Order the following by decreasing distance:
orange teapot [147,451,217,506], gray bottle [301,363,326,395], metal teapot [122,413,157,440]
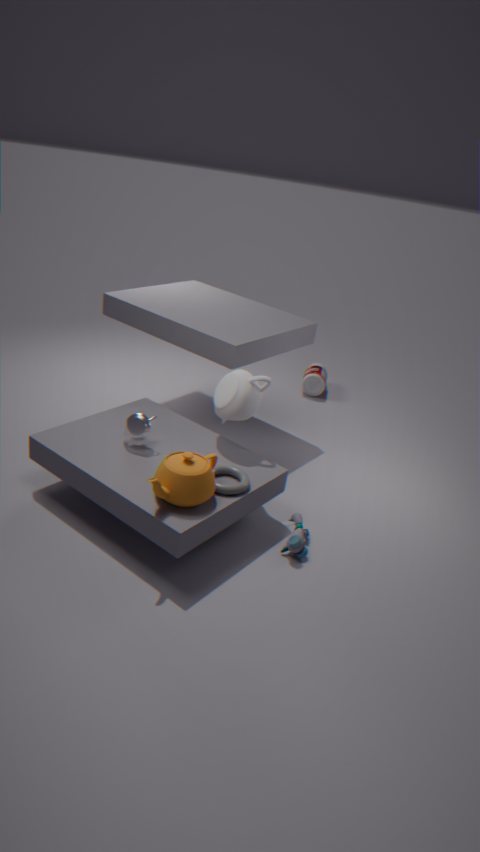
gray bottle [301,363,326,395]
metal teapot [122,413,157,440]
orange teapot [147,451,217,506]
